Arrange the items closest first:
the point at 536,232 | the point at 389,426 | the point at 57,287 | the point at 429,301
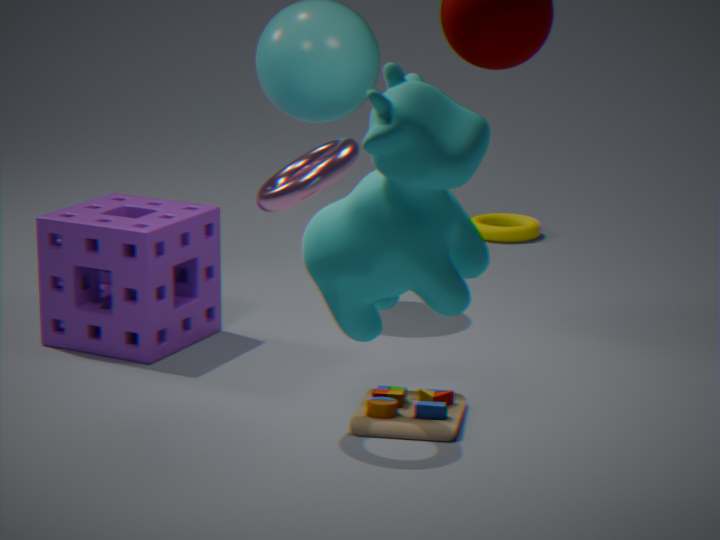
the point at 429,301 → the point at 389,426 → the point at 57,287 → the point at 536,232
